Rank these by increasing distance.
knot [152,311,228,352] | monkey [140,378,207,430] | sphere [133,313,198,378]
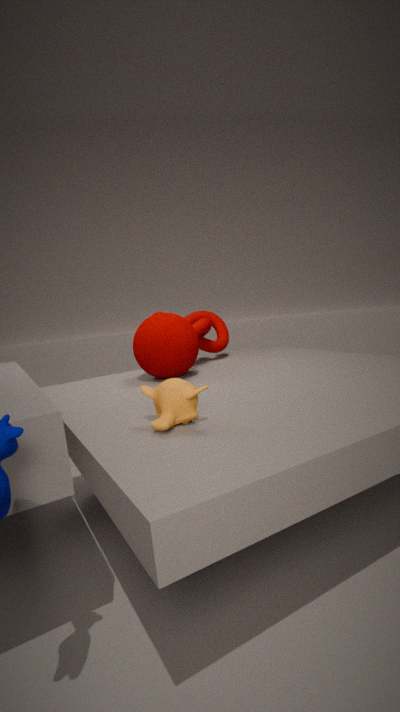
monkey [140,378,207,430] < sphere [133,313,198,378] < knot [152,311,228,352]
